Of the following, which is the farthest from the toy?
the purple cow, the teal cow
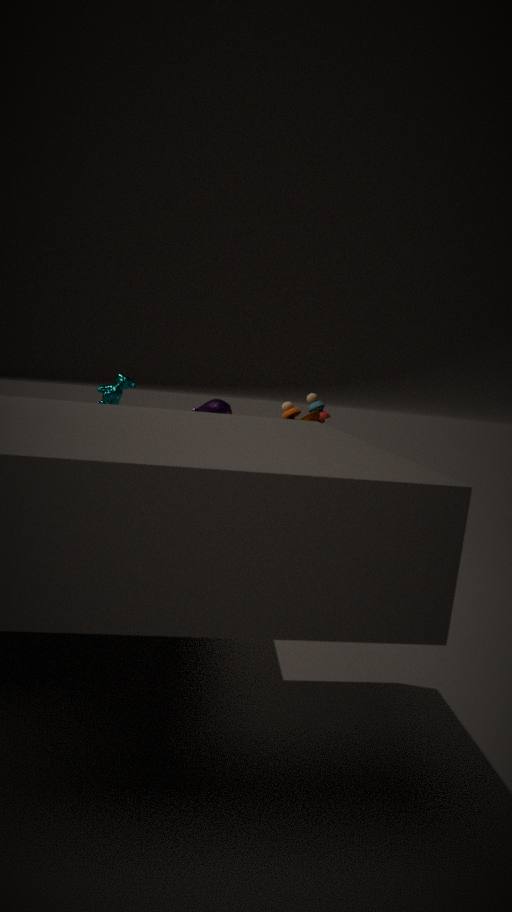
the teal cow
